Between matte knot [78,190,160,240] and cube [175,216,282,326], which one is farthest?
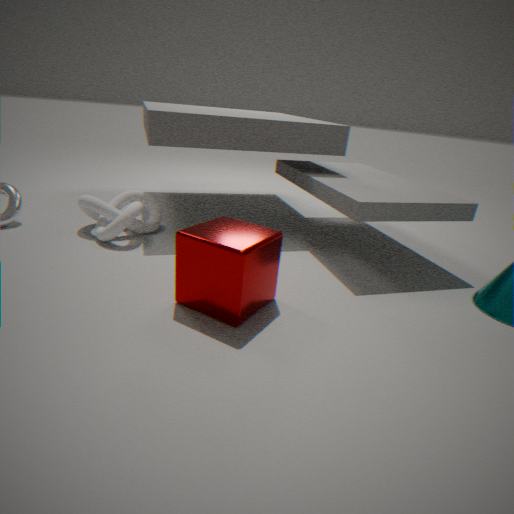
matte knot [78,190,160,240]
